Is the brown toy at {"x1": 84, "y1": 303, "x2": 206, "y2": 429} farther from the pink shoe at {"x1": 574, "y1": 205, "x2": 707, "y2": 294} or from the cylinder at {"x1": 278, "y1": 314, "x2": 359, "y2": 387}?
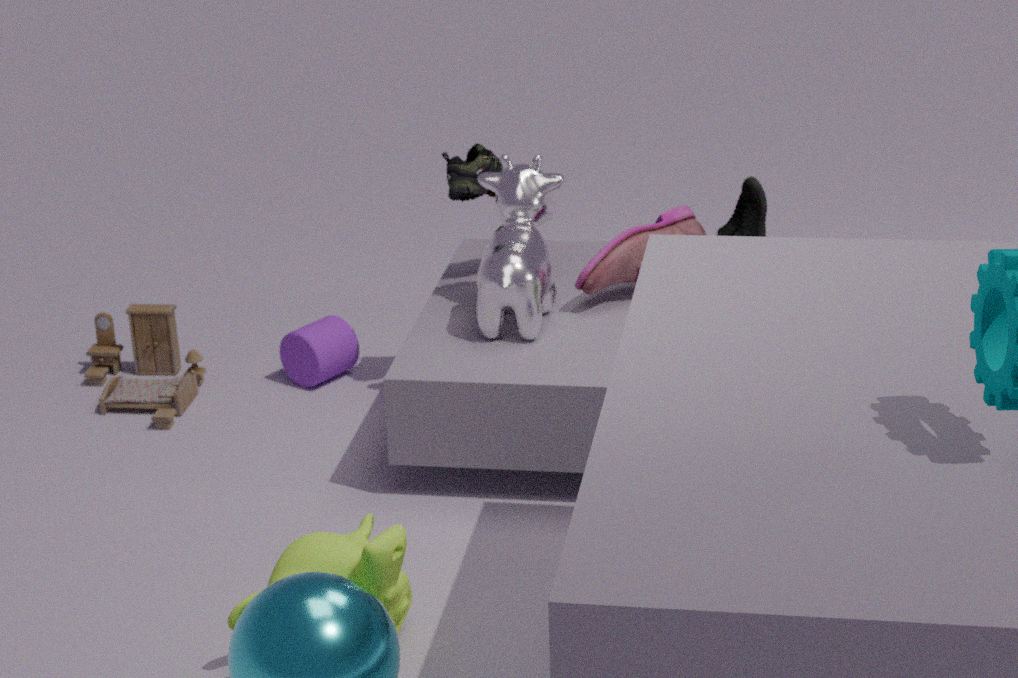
the pink shoe at {"x1": 574, "y1": 205, "x2": 707, "y2": 294}
